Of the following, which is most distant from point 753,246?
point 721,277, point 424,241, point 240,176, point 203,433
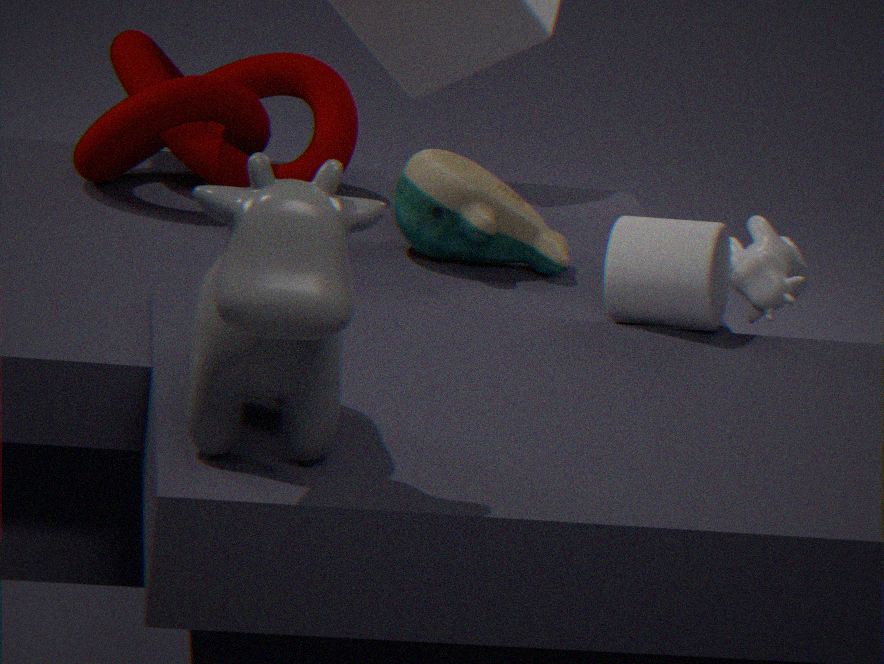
point 203,433
